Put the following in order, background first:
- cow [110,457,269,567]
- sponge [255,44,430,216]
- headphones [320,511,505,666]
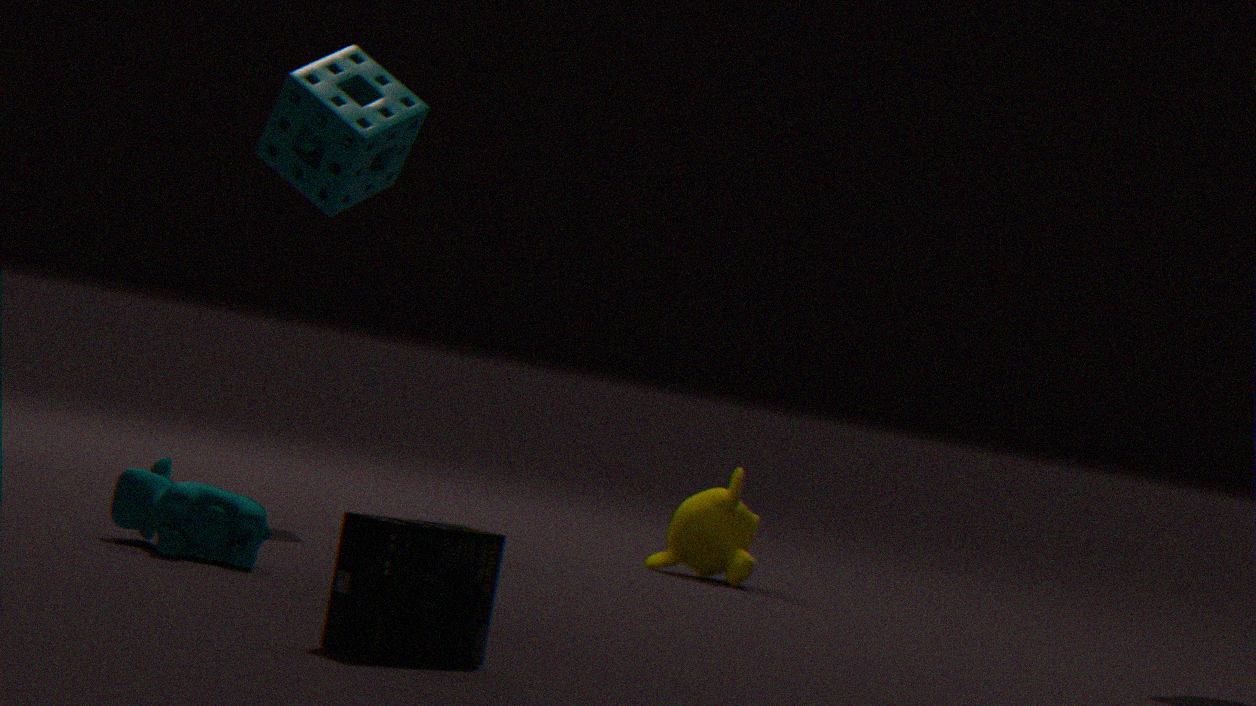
sponge [255,44,430,216]
cow [110,457,269,567]
headphones [320,511,505,666]
